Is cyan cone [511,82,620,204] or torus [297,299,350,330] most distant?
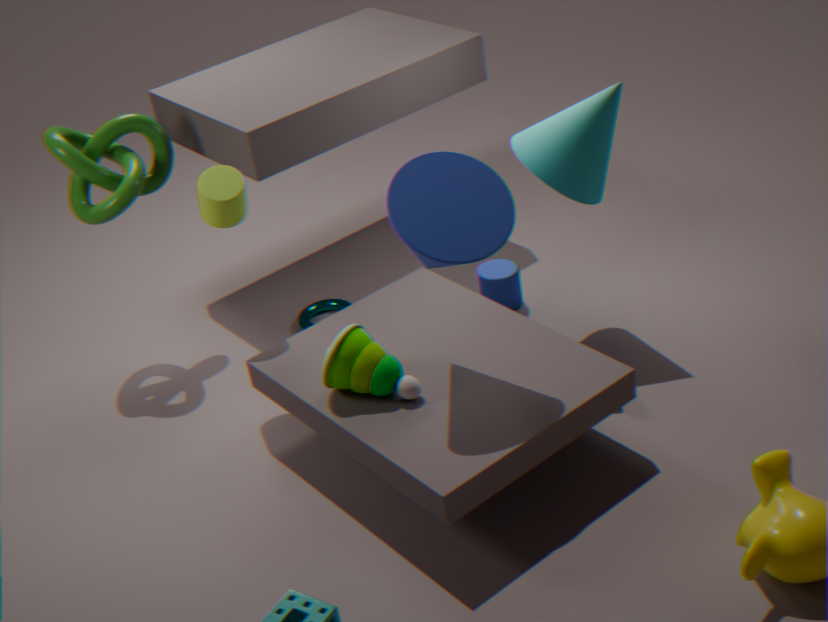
torus [297,299,350,330]
